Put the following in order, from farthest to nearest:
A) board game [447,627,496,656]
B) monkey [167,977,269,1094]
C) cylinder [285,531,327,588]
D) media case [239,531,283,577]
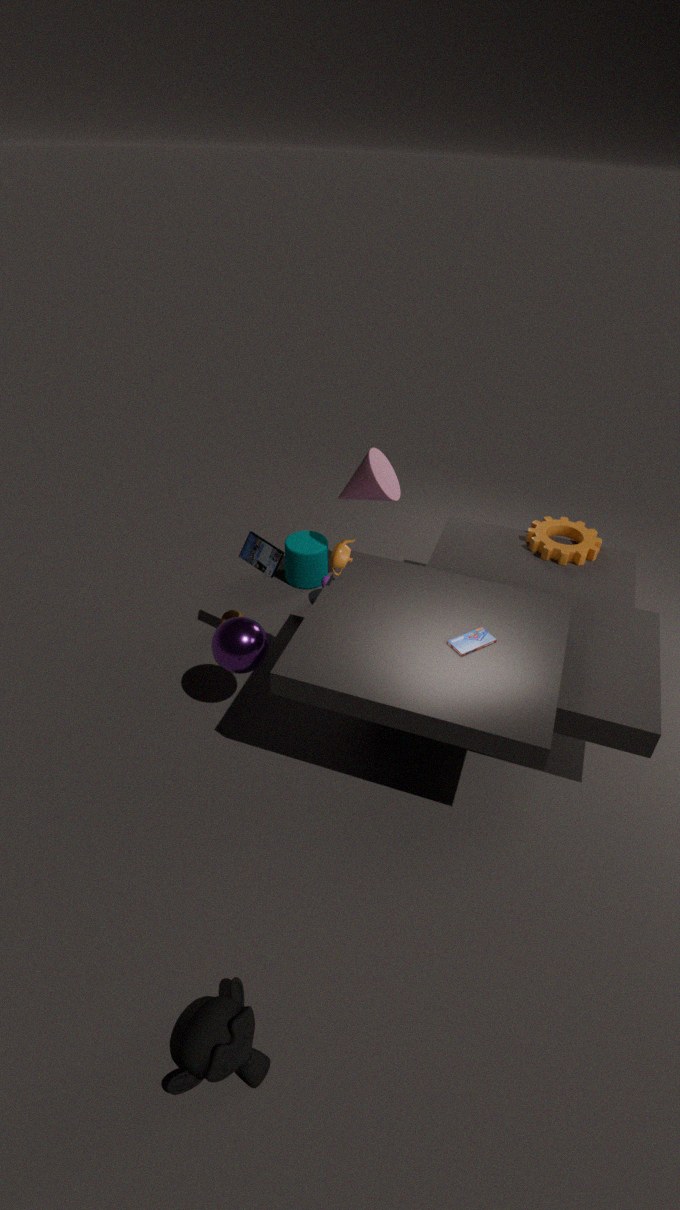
cylinder [285,531,327,588]
media case [239,531,283,577]
board game [447,627,496,656]
monkey [167,977,269,1094]
